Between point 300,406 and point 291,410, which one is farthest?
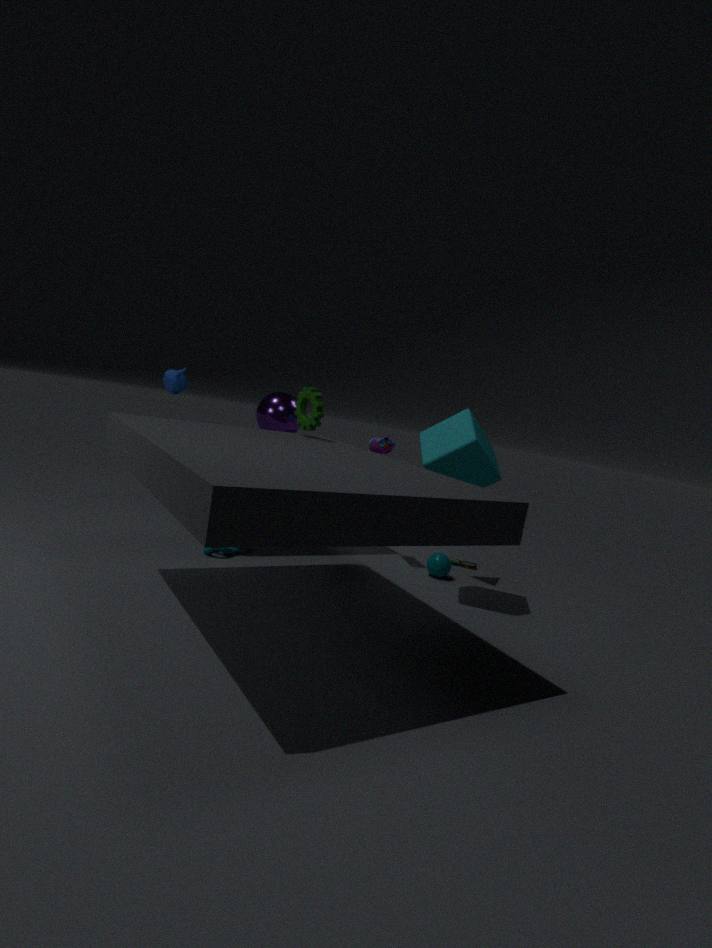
point 291,410
